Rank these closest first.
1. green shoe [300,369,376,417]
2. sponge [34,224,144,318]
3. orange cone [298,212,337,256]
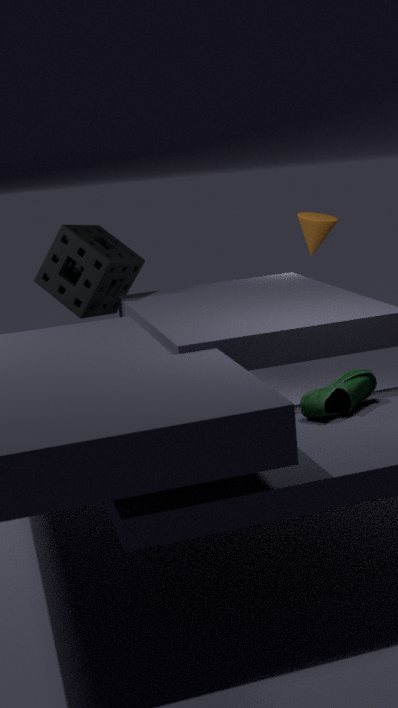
green shoe [300,369,376,417] < orange cone [298,212,337,256] < sponge [34,224,144,318]
